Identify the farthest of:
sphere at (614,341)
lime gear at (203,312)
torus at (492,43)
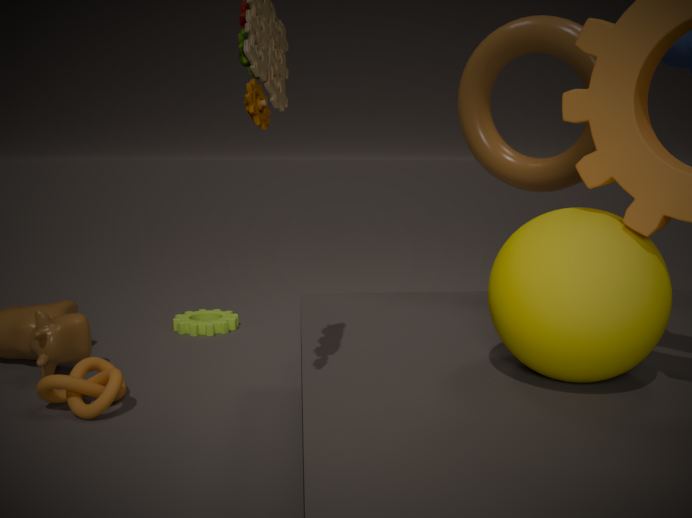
lime gear at (203,312)
